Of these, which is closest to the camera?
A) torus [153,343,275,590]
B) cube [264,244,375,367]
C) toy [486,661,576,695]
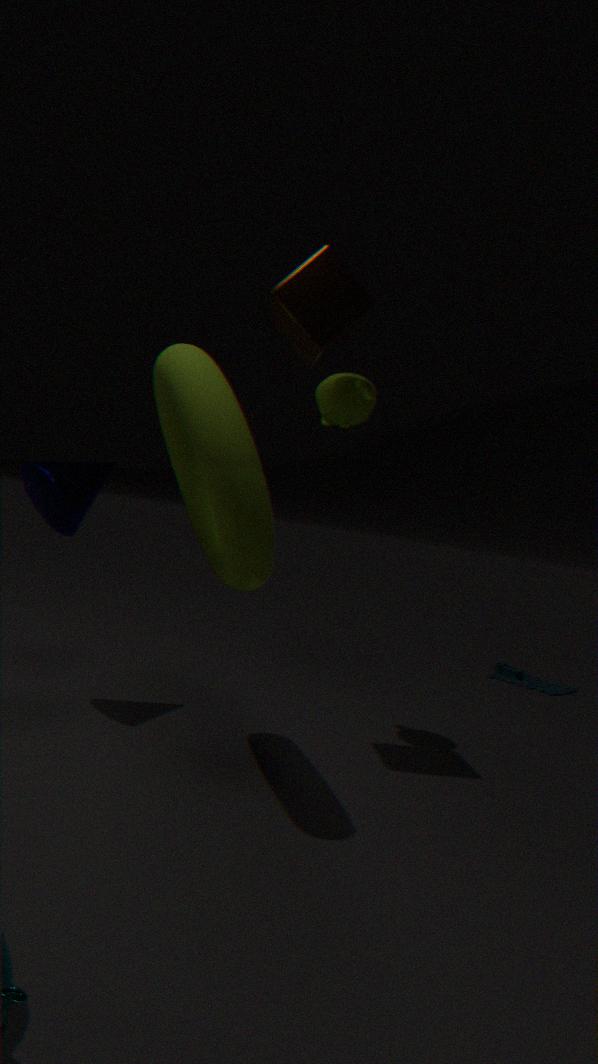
torus [153,343,275,590]
